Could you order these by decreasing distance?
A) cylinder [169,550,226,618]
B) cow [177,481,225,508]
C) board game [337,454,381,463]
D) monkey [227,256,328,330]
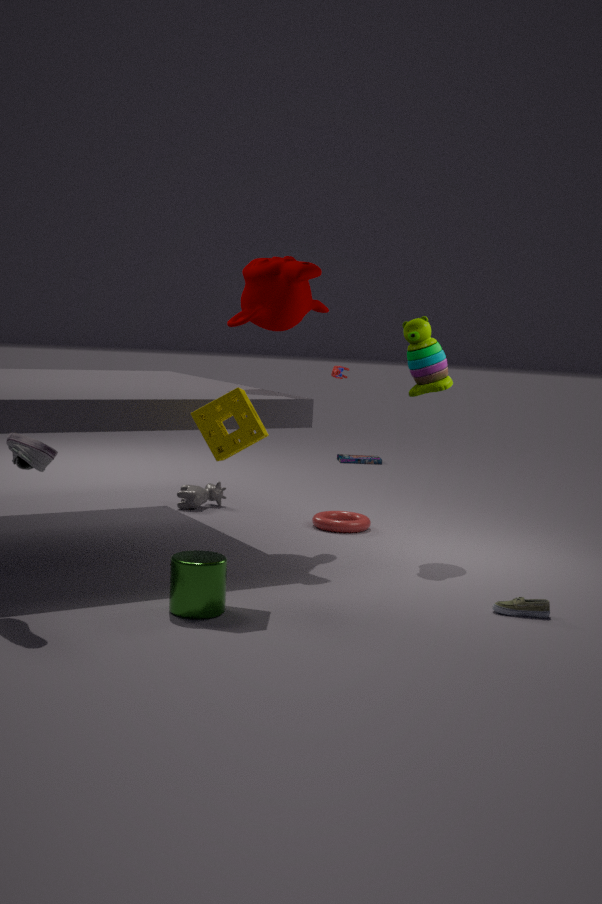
board game [337,454,381,463] → cow [177,481,225,508] → monkey [227,256,328,330] → cylinder [169,550,226,618]
